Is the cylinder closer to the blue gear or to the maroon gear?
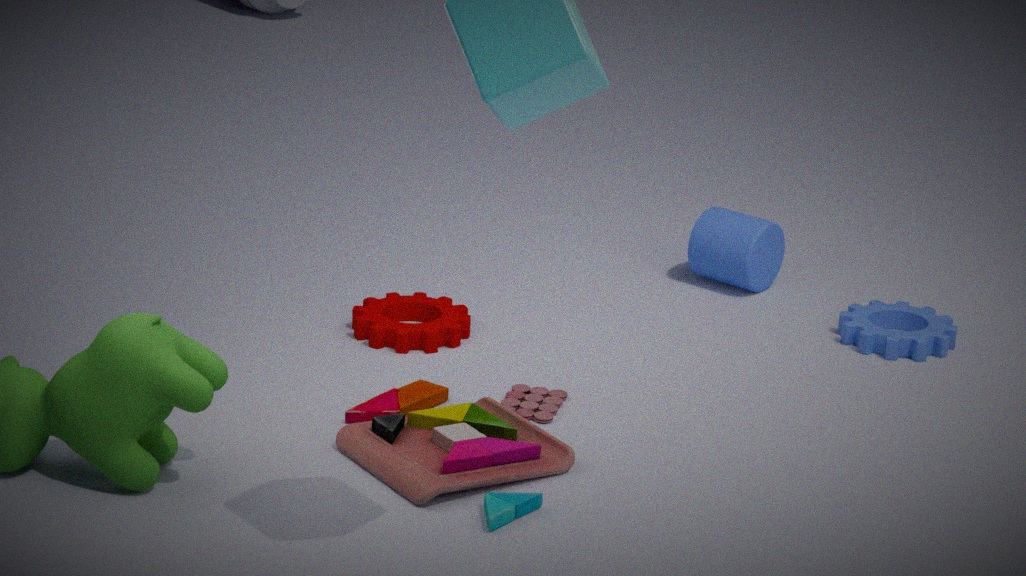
the blue gear
